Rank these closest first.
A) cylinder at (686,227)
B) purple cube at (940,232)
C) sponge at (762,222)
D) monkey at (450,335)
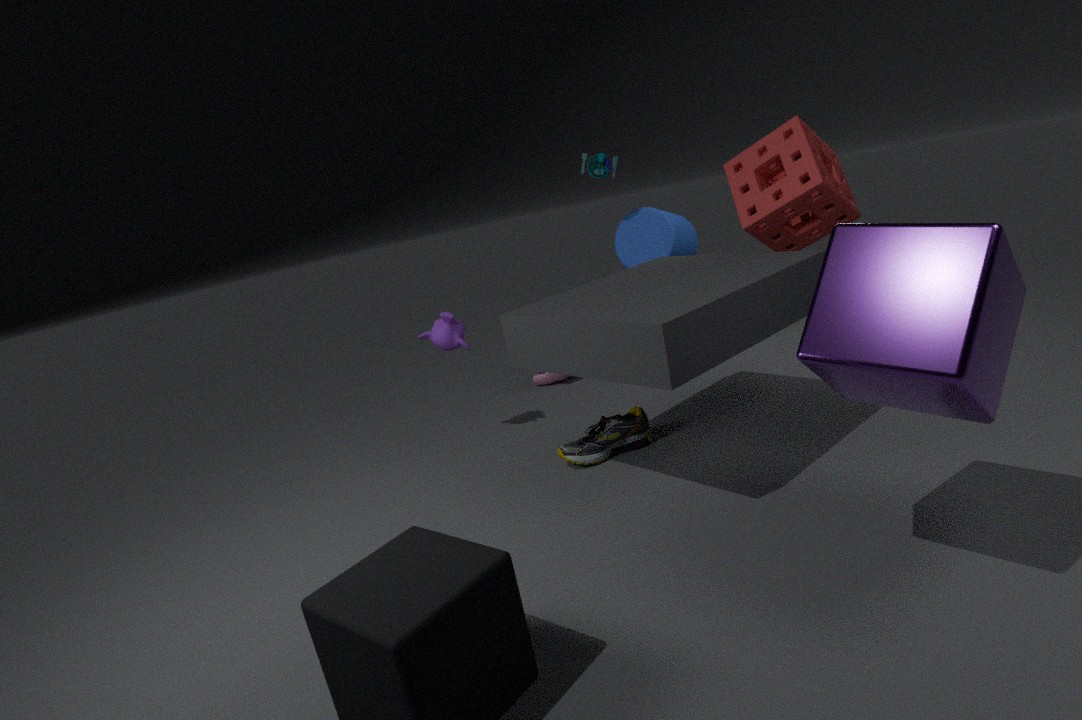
1. purple cube at (940,232)
2. sponge at (762,222)
3. monkey at (450,335)
4. cylinder at (686,227)
